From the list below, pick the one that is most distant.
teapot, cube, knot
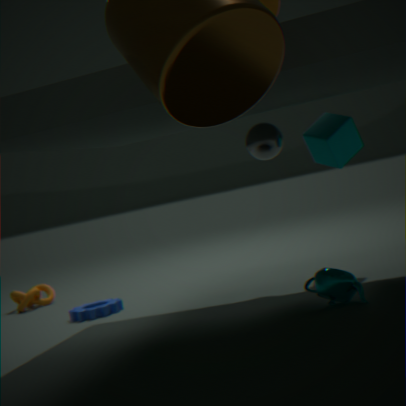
knot
